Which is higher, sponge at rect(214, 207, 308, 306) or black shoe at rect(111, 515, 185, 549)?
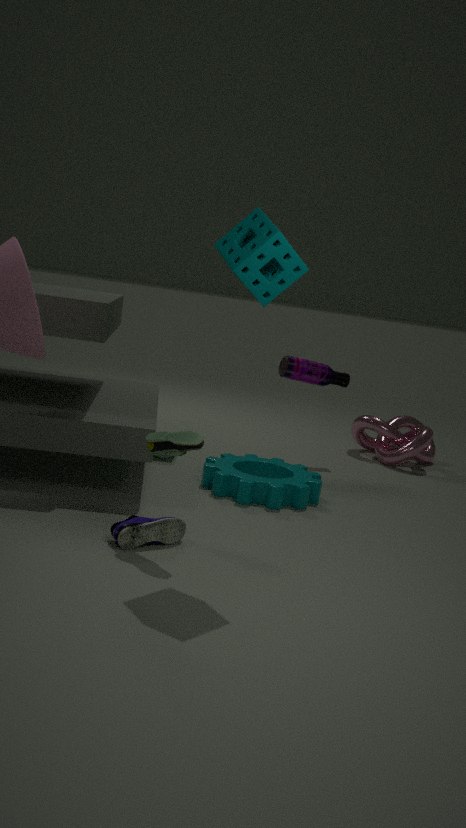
sponge at rect(214, 207, 308, 306)
